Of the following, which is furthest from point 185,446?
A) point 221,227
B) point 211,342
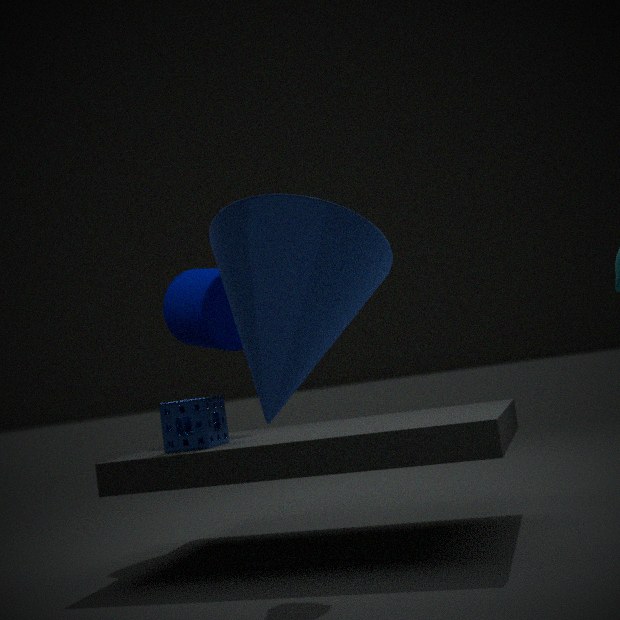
point 221,227
